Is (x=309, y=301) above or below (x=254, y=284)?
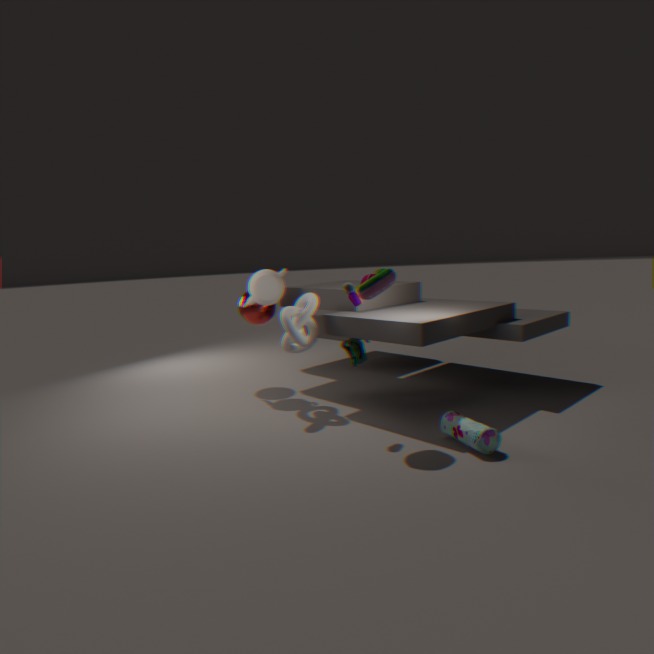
below
